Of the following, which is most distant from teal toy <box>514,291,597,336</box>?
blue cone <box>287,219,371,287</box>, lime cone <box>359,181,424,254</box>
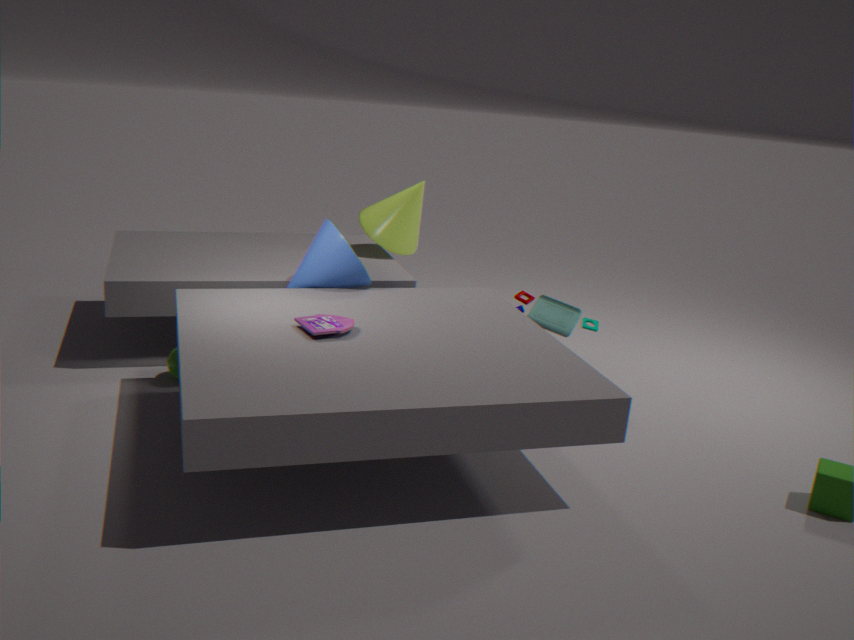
lime cone <box>359,181,424,254</box>
